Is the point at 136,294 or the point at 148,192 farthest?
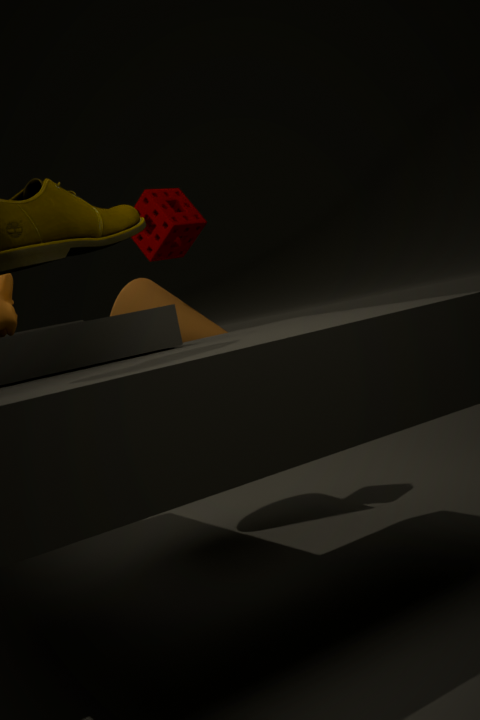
the point at 136,294
